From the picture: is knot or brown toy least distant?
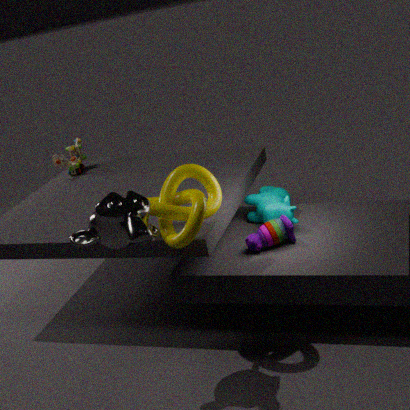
knot
